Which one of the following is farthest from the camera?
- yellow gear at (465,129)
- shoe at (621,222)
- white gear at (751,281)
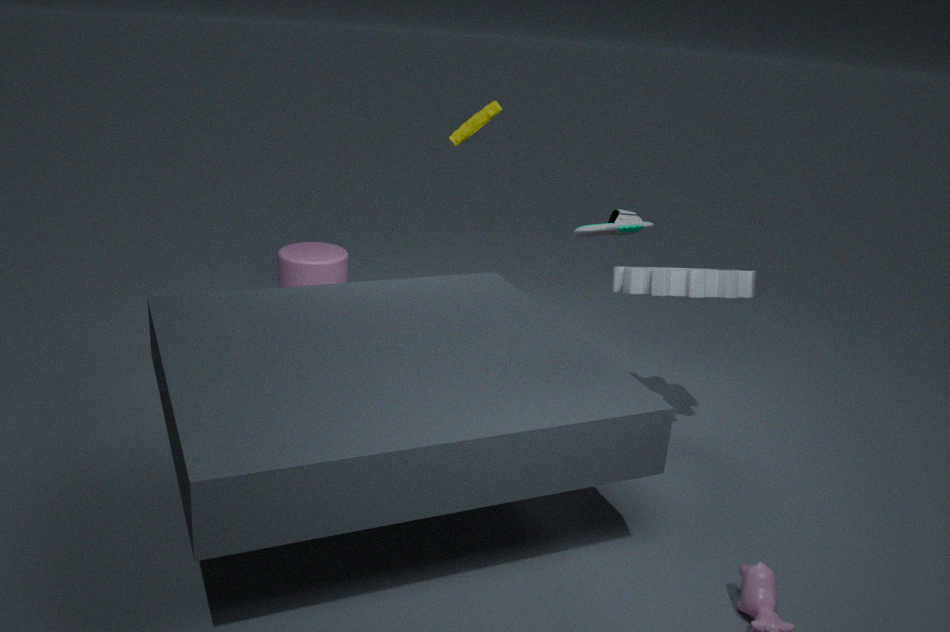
yellow gear at (465,129)
